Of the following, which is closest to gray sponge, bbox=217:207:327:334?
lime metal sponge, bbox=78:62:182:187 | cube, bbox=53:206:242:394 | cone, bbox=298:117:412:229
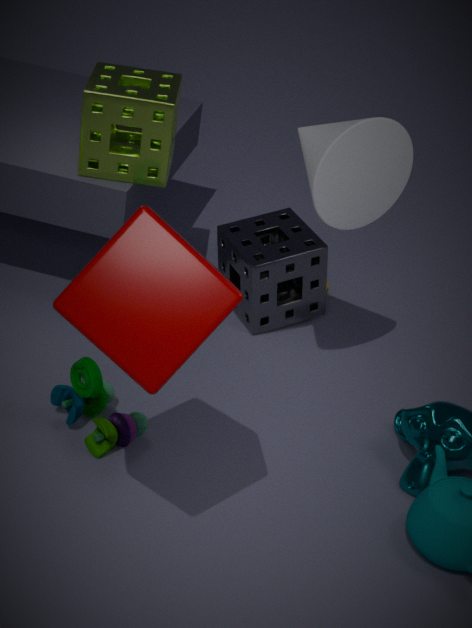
lime metal sponge, bbox=78:62:182:187
